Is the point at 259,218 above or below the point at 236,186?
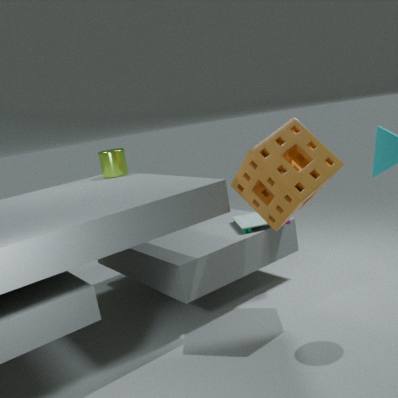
below
